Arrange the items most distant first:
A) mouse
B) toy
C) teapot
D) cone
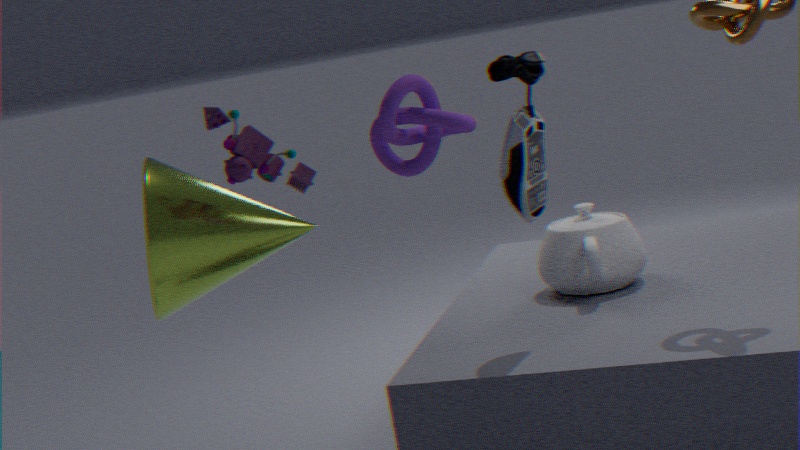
teapot
mouse
cone
toy
